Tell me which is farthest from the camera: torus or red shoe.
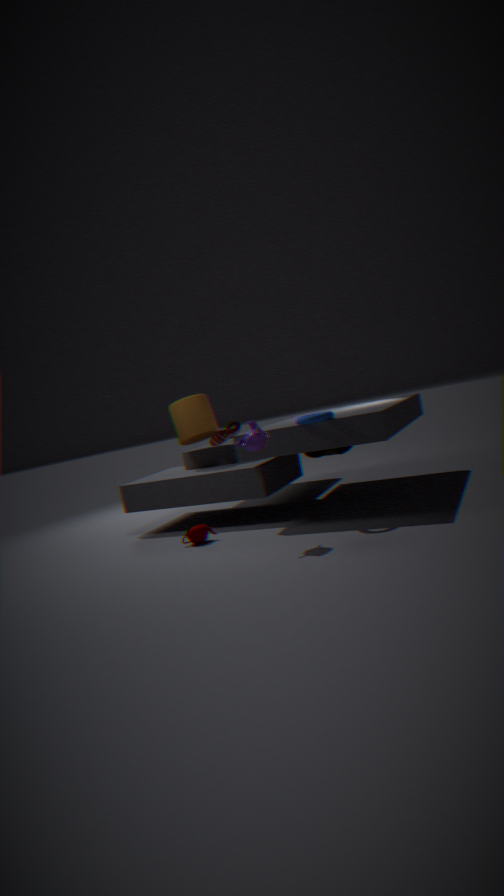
red shoe
